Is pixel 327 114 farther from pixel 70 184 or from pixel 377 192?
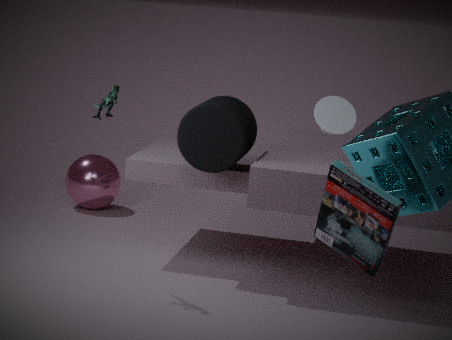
pixel 70 184
